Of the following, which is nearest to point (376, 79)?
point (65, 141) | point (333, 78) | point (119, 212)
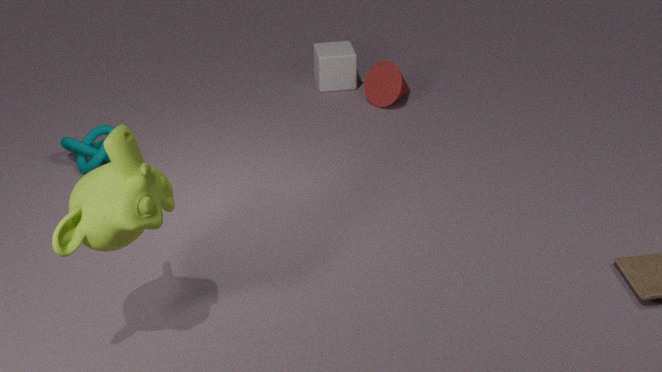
point (333, 78)
